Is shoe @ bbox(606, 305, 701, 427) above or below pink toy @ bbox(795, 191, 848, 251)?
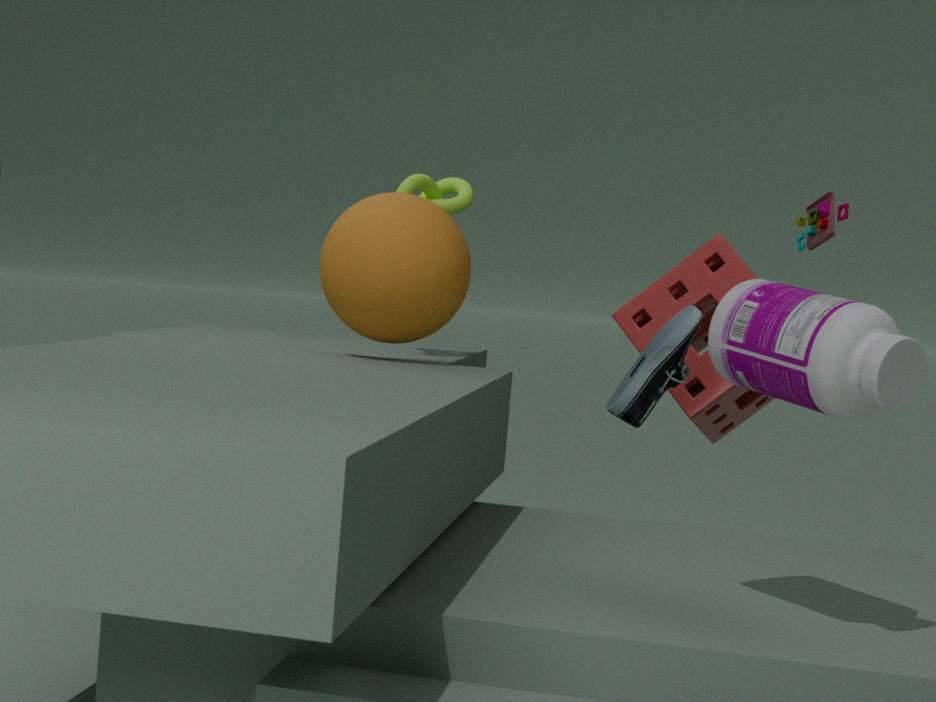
below
